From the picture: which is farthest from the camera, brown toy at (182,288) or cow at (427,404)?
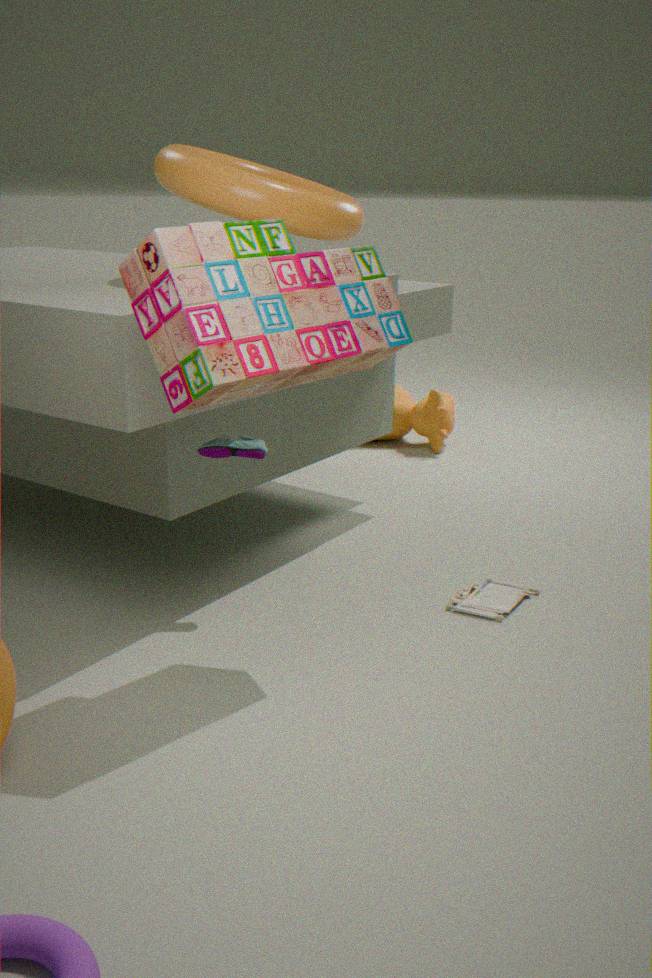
cow at (427,404)
